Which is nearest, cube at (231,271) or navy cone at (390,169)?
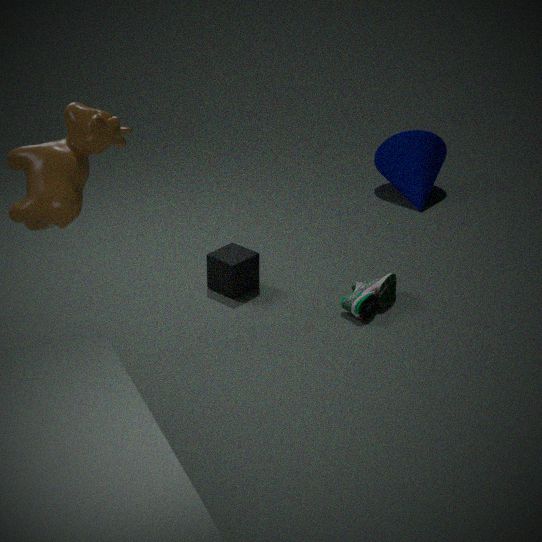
cube at (231,271)
